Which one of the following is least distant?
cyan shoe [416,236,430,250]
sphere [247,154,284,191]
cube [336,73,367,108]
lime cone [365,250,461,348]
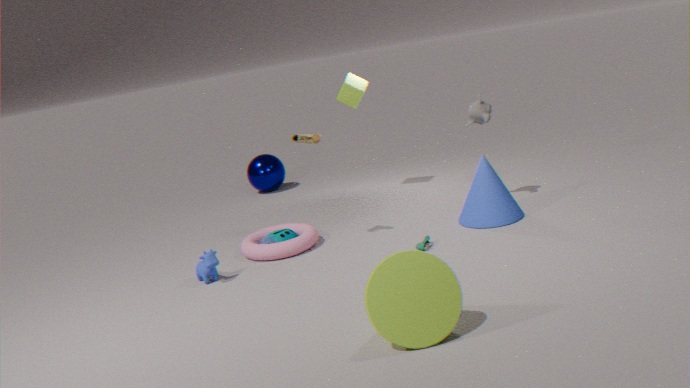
lime cone [365,250,461,348]
